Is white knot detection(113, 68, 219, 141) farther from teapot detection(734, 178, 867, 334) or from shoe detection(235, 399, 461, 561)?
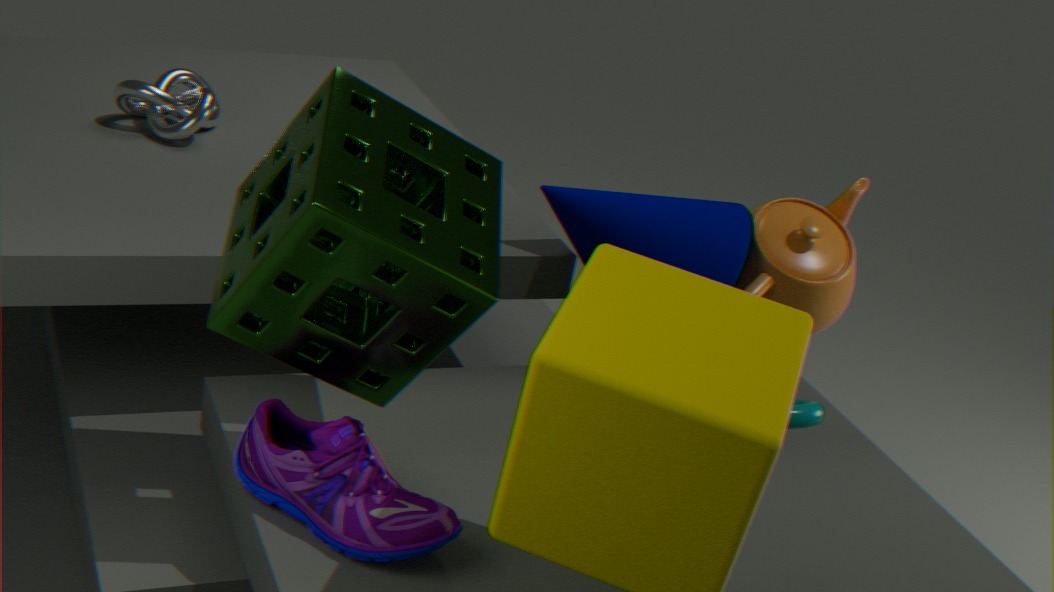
teapot detection(734, 178, 867, 334)
